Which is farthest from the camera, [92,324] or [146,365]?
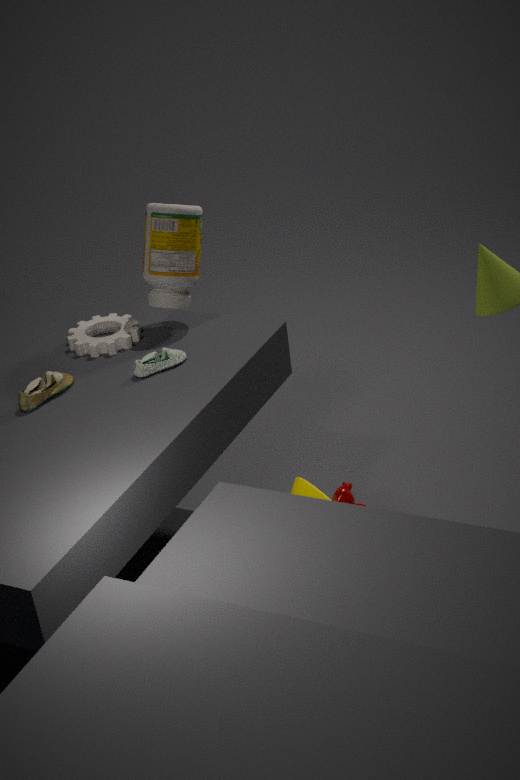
[92,324]
